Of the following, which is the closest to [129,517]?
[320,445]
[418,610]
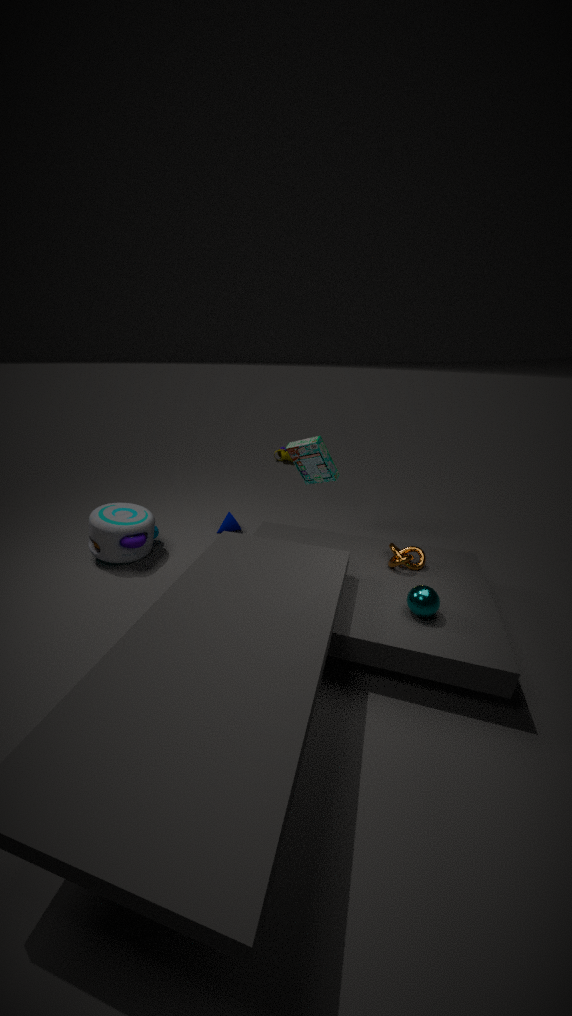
[320,445]
